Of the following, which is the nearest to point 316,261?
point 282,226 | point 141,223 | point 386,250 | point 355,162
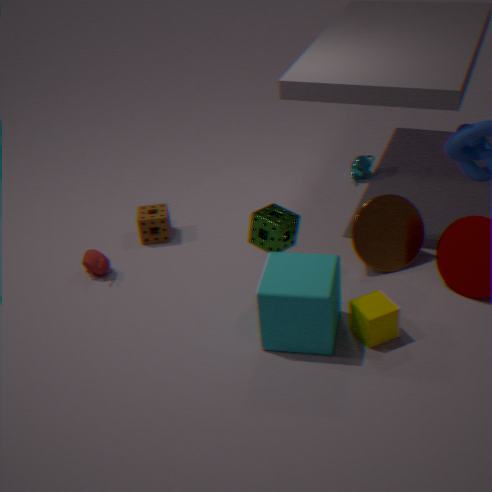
point 282,226
